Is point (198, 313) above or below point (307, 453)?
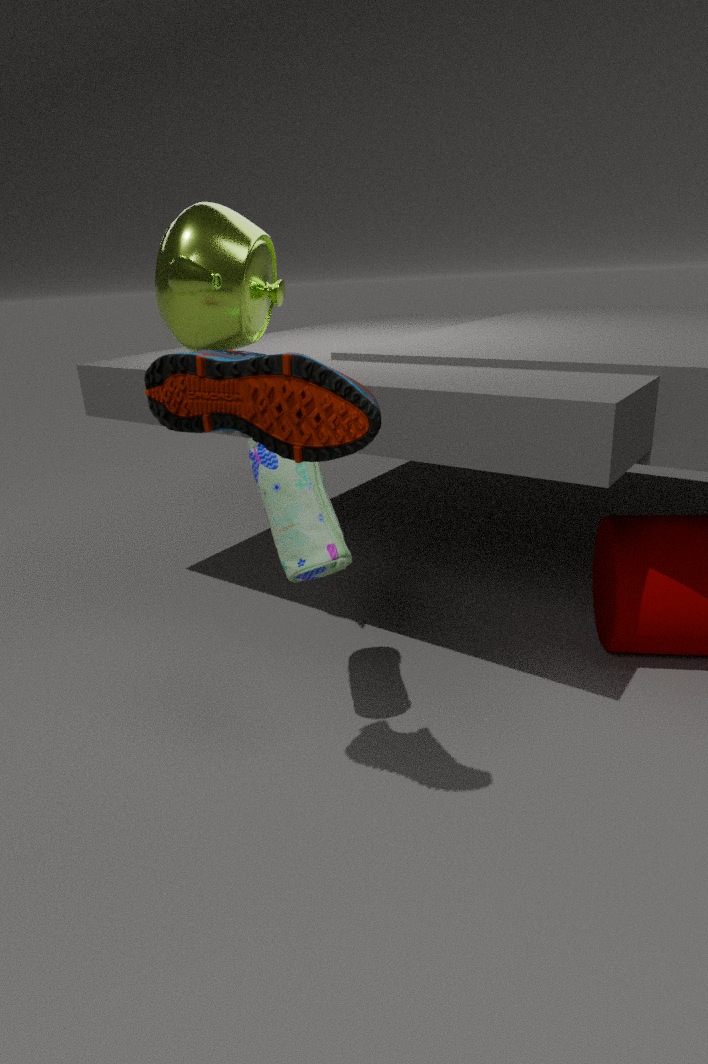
above
